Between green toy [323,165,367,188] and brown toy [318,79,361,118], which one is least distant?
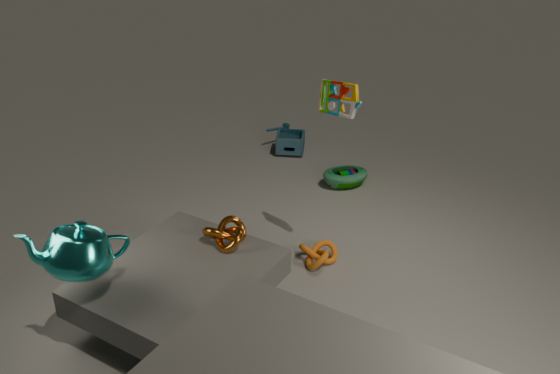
brown toy [318,79,361,118]
